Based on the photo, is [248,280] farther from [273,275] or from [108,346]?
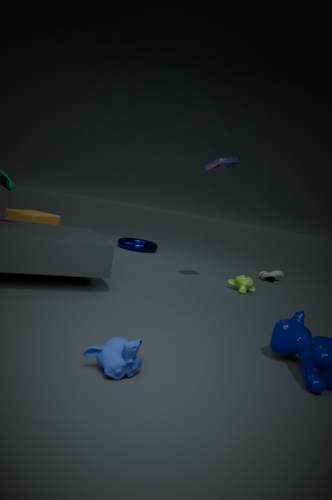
[108,346]
